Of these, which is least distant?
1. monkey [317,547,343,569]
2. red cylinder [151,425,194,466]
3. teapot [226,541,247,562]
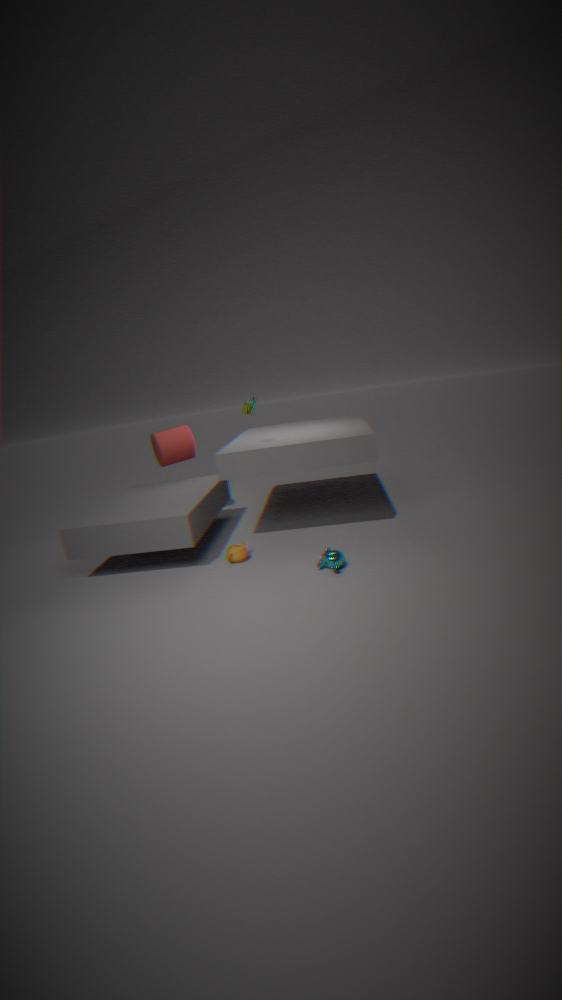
monkey [317,547,343,569]
